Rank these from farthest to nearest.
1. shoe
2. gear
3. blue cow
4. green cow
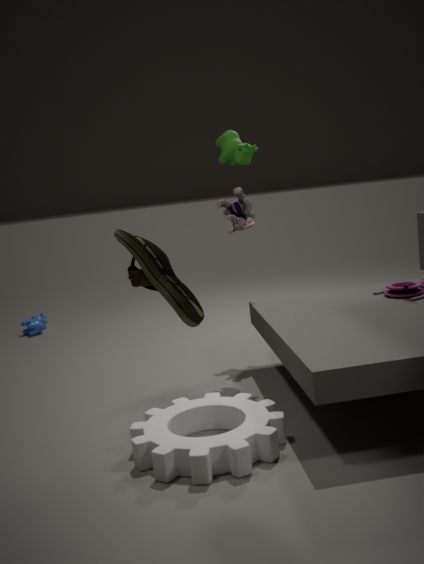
blue cow → green cow → gear → shoe
